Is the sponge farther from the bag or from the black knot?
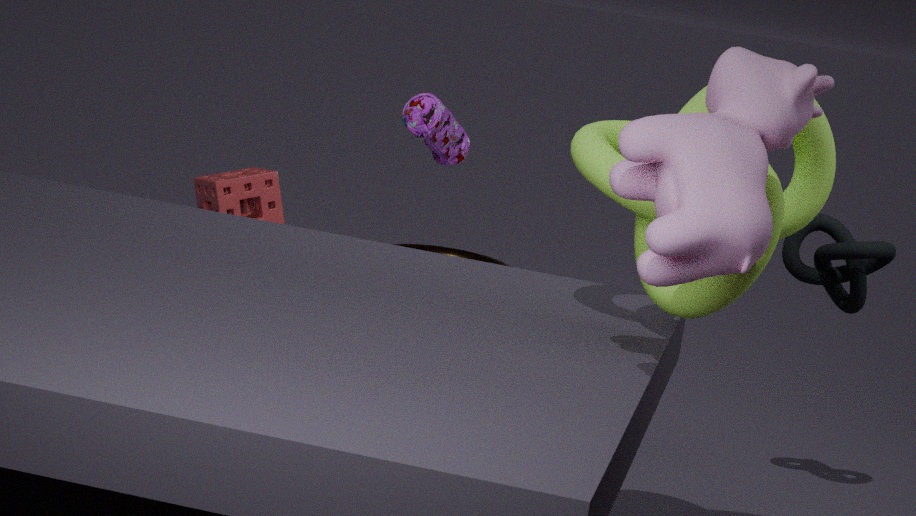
the black knot
